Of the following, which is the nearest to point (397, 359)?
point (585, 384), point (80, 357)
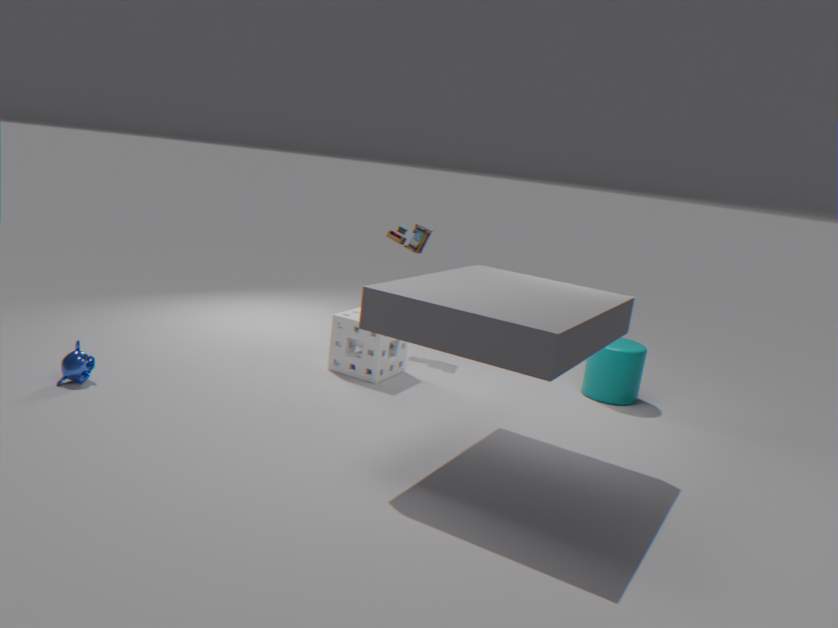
point (585, 384)
